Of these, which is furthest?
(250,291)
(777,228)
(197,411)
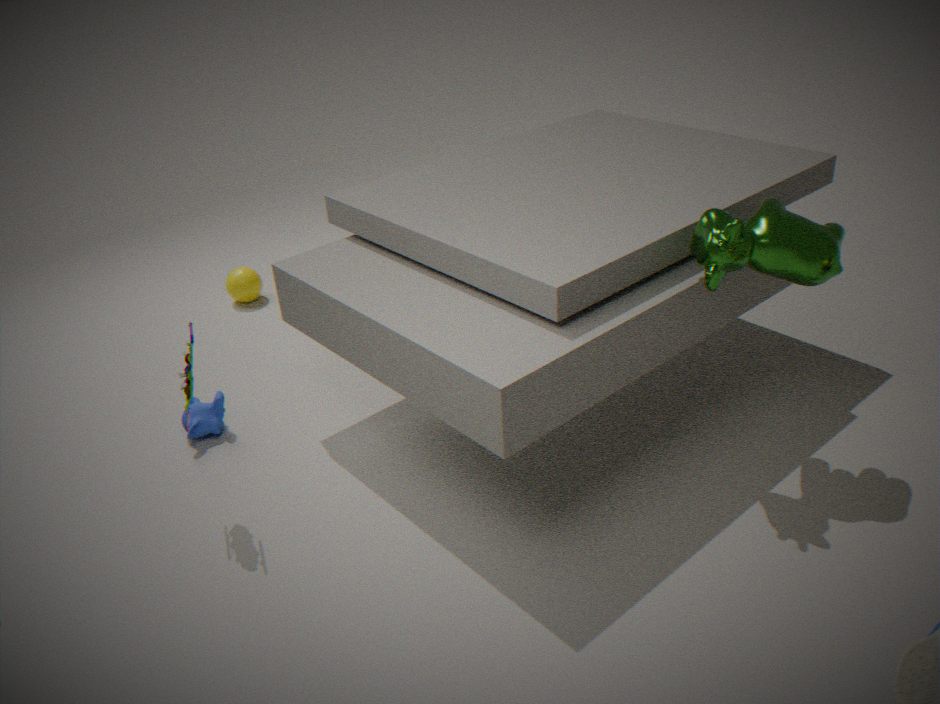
(250,291)
